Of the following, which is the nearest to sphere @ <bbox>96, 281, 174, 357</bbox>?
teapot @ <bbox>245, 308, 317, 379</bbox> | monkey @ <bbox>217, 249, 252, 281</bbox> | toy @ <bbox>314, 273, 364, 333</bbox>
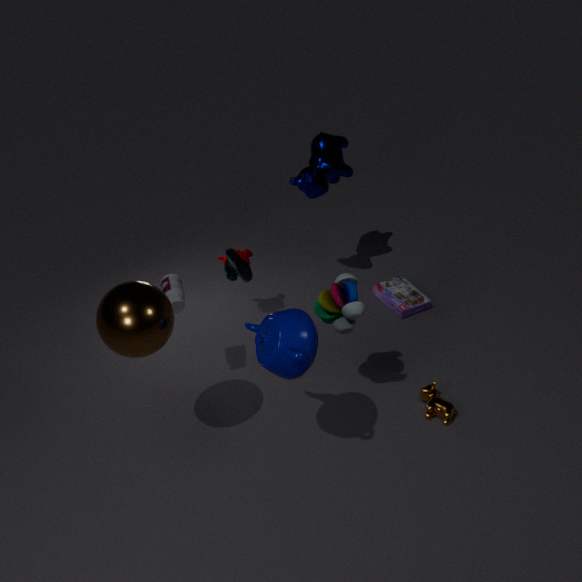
teapot @ <bbox>245, 308, 317, 379</bbox>
